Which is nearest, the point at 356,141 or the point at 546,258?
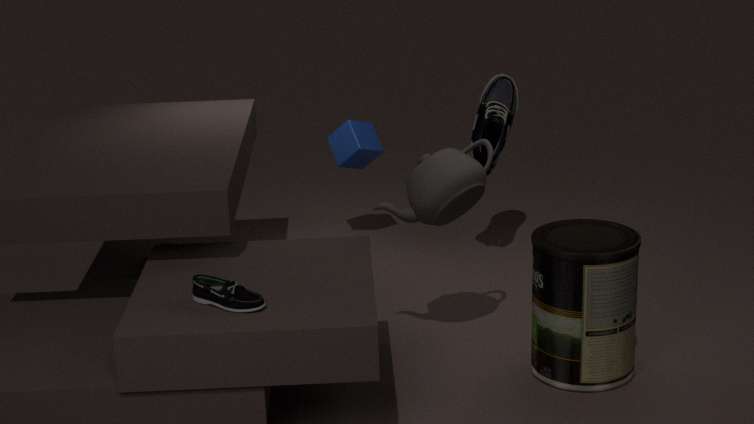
the point at 546,258
